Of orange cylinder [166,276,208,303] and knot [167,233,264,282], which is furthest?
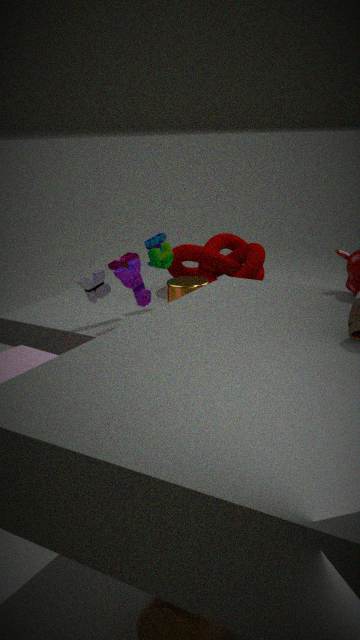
knot [167,233,264,282]
